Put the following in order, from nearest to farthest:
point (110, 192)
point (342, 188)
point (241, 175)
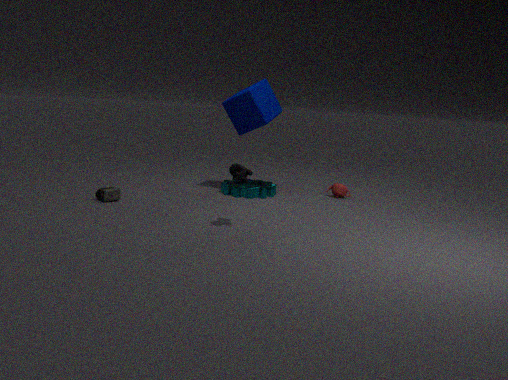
point (241, 175) → point (110, 192) → point (342, 188)
